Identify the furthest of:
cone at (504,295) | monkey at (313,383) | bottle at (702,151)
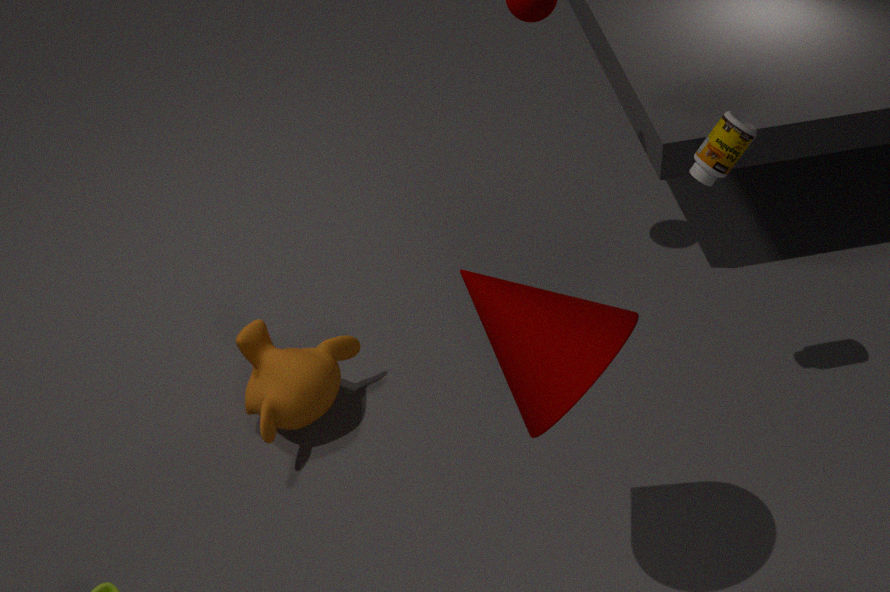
monkey at (313,383)
